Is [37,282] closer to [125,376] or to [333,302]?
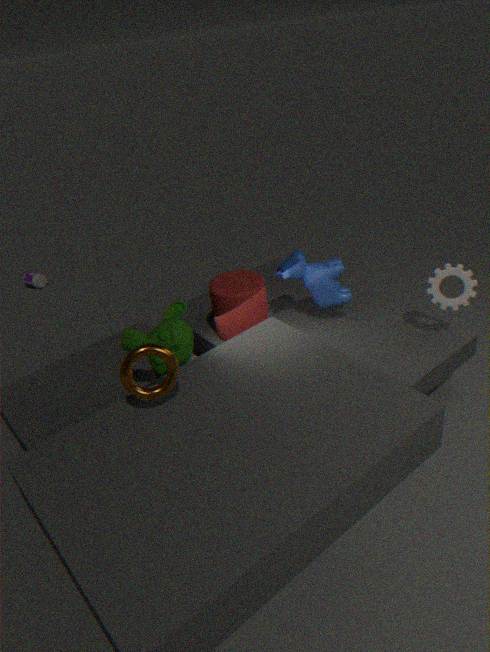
[333,302]
